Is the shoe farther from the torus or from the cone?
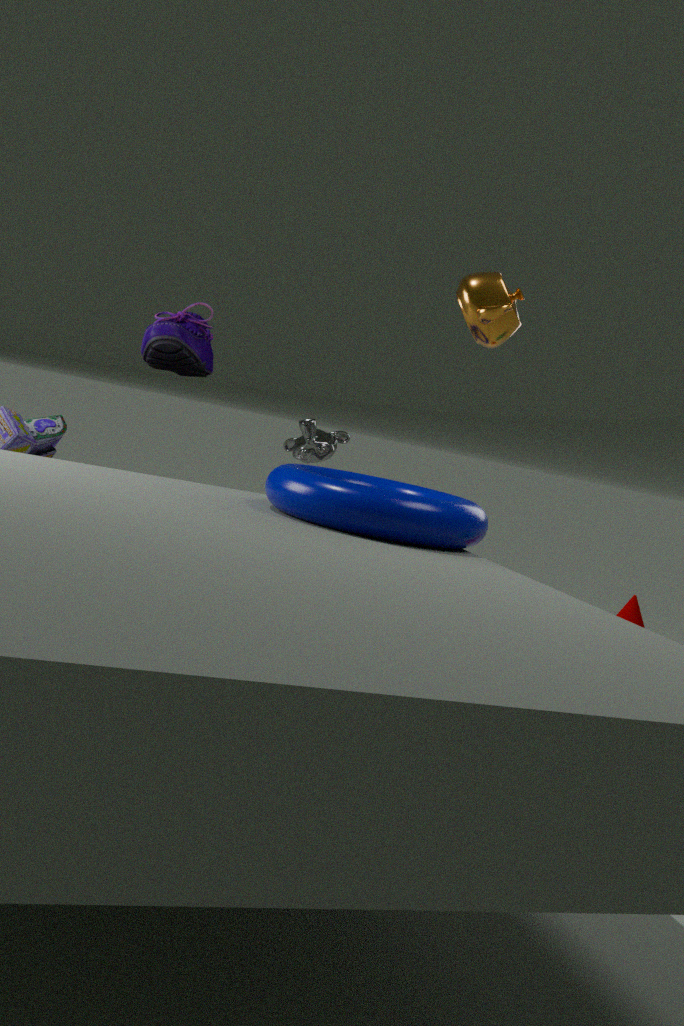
the cone
